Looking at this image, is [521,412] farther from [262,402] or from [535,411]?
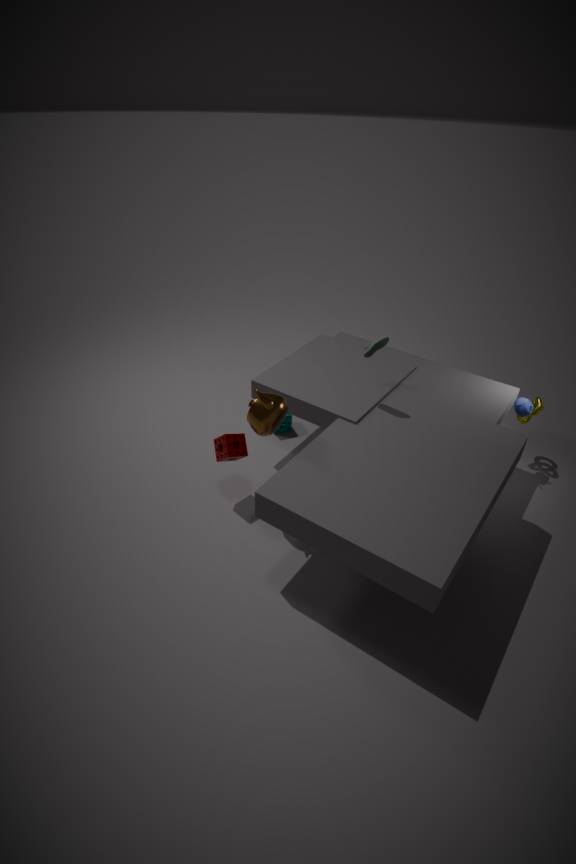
[262,402]
